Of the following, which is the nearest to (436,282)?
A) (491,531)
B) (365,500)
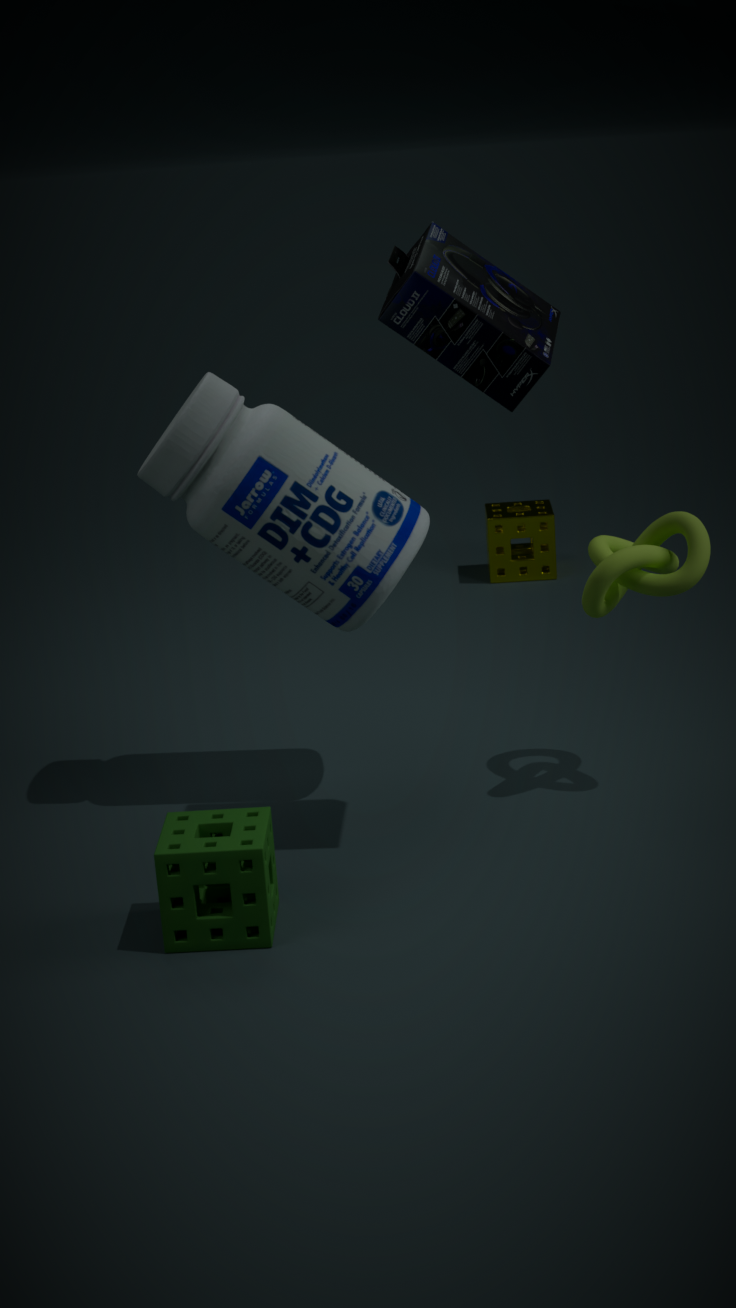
(365,500)
